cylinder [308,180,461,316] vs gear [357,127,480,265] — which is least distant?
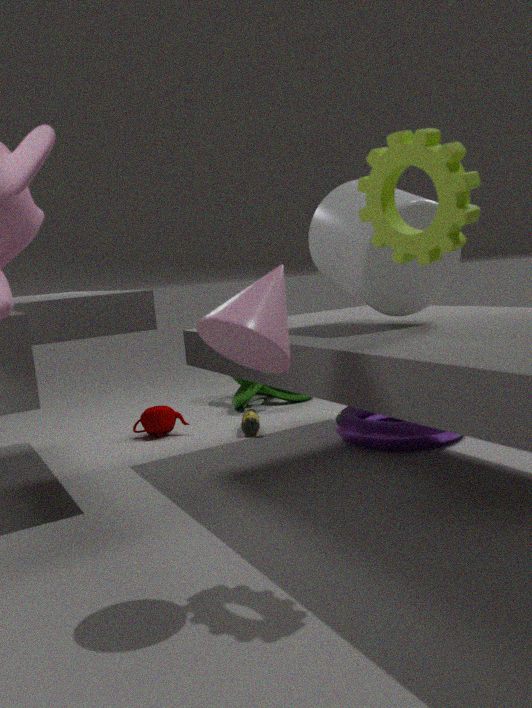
gear [357,127,480,265]
